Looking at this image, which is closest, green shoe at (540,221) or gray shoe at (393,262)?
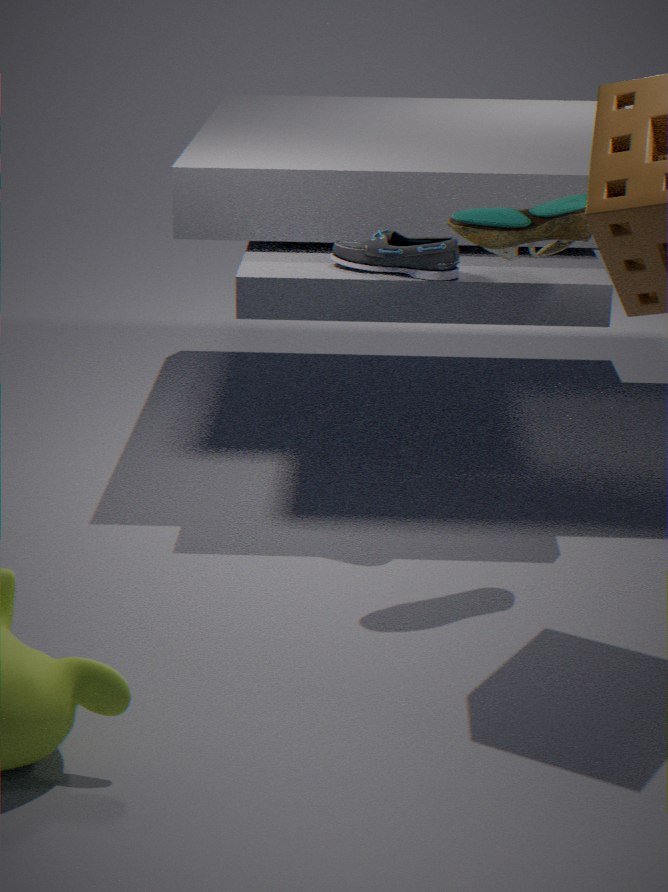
green shoe at (540,221)
